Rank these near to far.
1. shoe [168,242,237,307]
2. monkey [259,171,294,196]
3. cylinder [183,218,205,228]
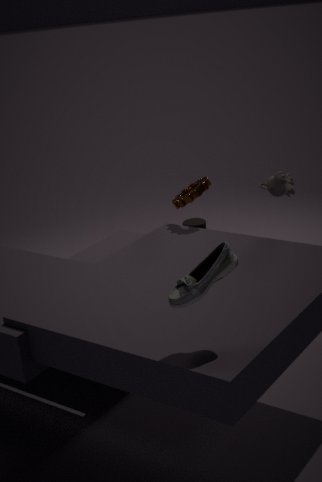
shoe [168,242,237,307]
monkey [259,171,294,196]
cylinder [183,218,205,228]
